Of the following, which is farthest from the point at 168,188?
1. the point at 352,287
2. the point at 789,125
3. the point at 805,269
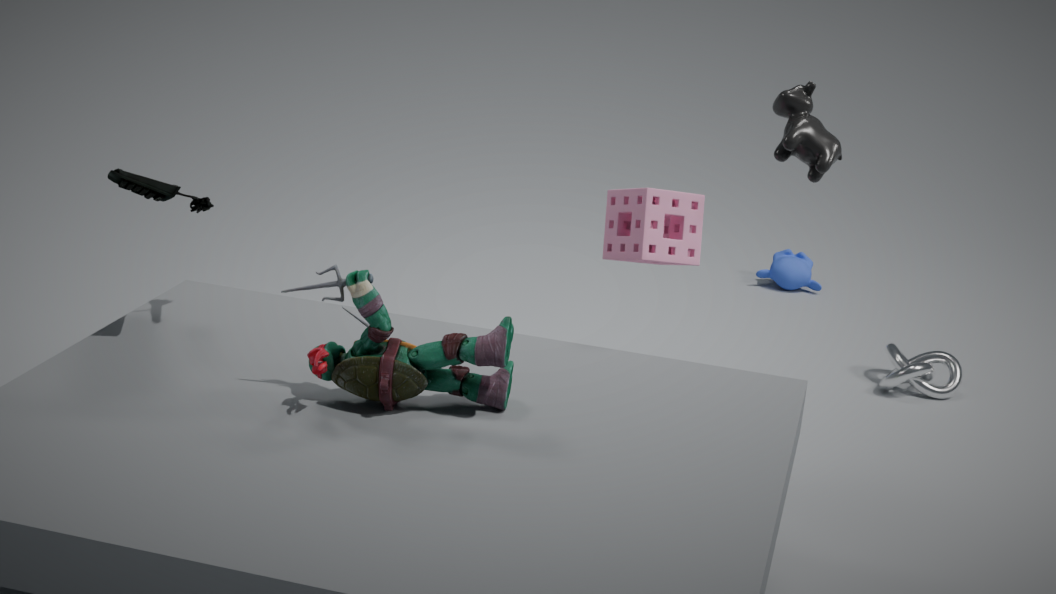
the point at 805,269
